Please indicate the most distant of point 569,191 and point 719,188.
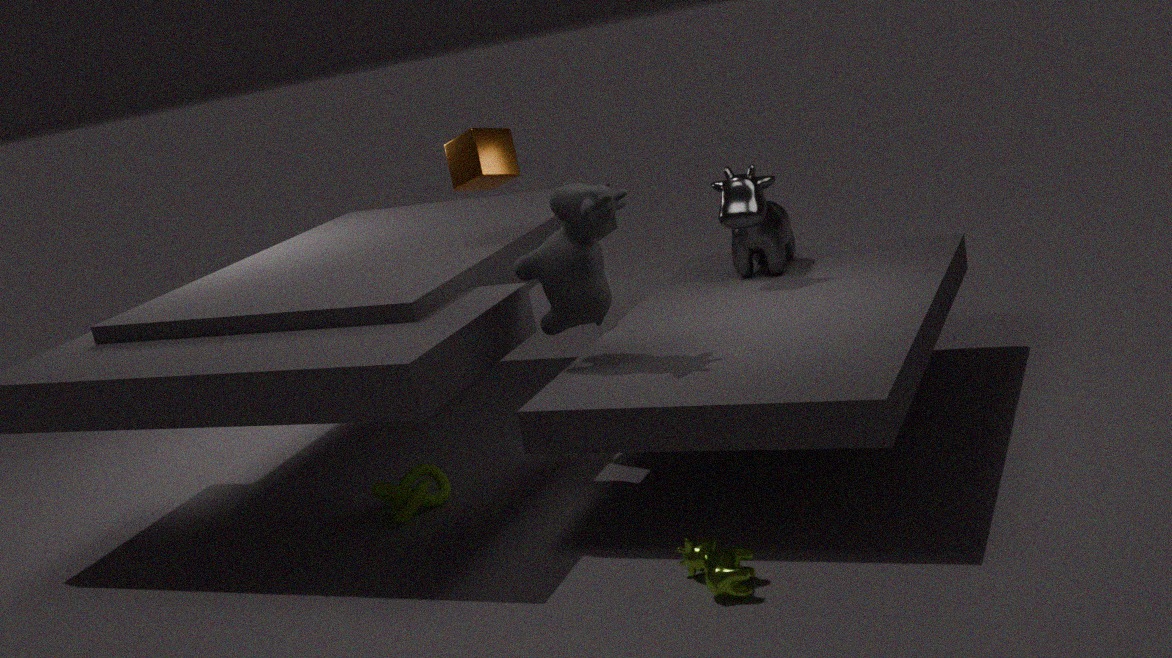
point 719,188
